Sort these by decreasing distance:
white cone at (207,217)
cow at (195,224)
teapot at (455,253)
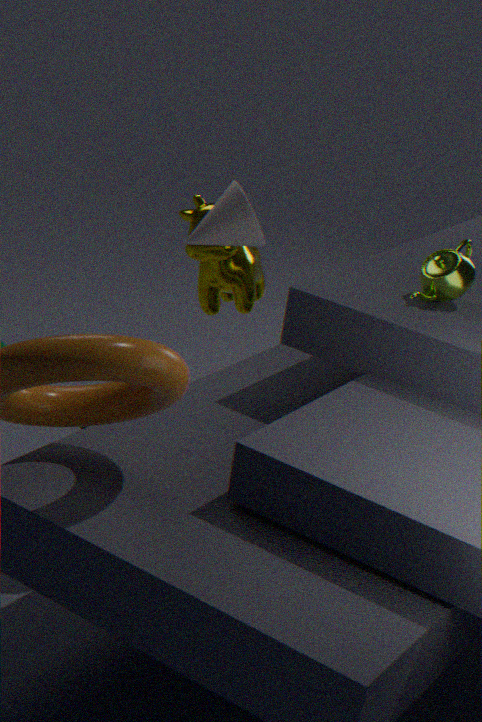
cow at (195,224) → teapot at (455,253) → white cone at (207,217)
